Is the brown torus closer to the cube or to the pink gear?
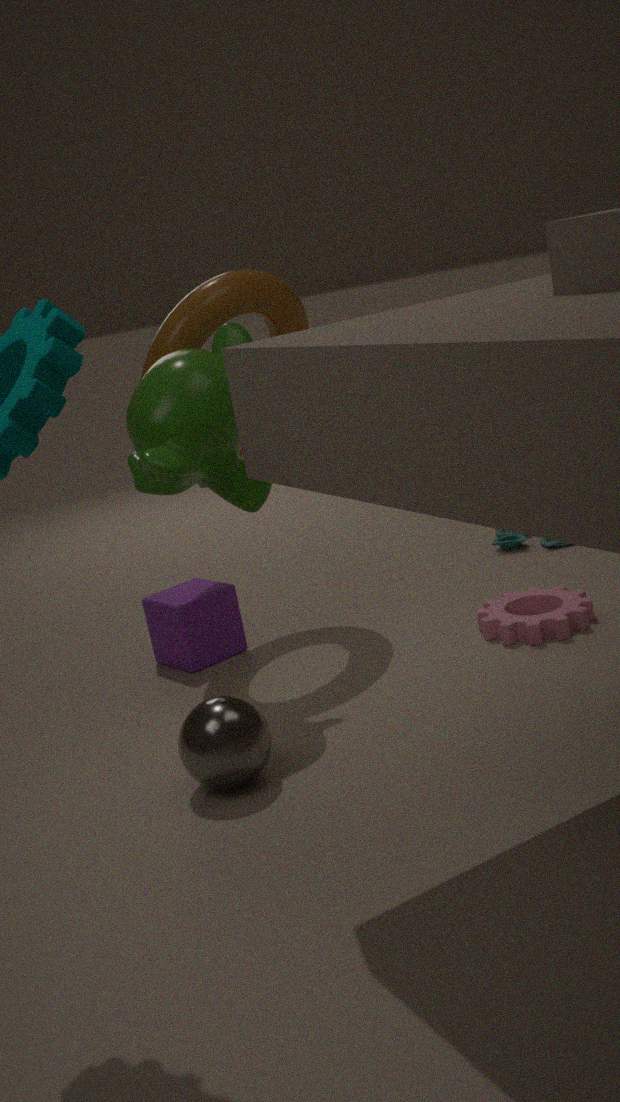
the cube
